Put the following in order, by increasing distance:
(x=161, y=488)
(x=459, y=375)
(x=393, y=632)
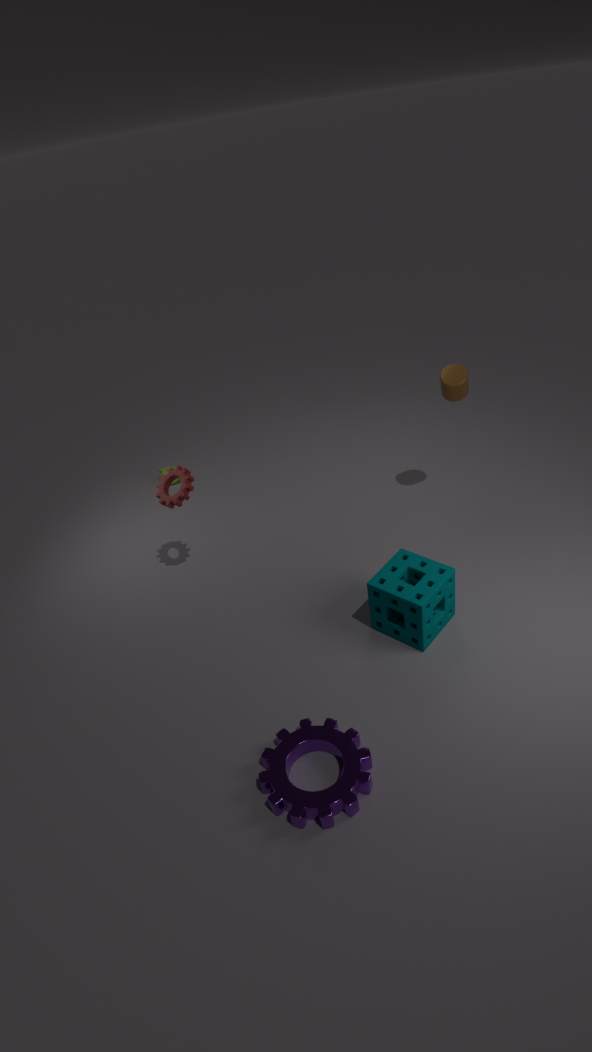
1. (x=393, y=632)
2. (x=161, y=488)
3. (x=459, y=375)
